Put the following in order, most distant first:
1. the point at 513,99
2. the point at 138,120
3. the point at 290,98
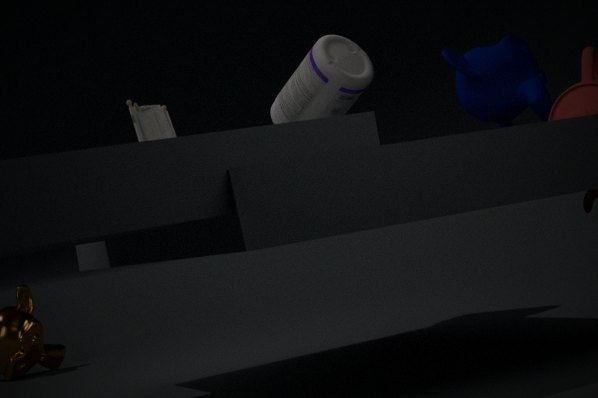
1. the point at 290,98
2. the point at 138,120
3. the point at 513,99
